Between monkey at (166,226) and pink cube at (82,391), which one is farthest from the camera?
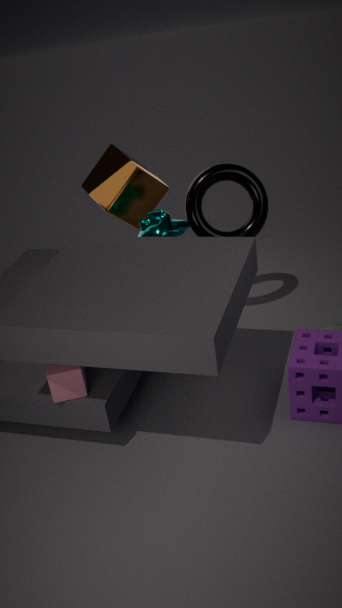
monkey at (166,226)
